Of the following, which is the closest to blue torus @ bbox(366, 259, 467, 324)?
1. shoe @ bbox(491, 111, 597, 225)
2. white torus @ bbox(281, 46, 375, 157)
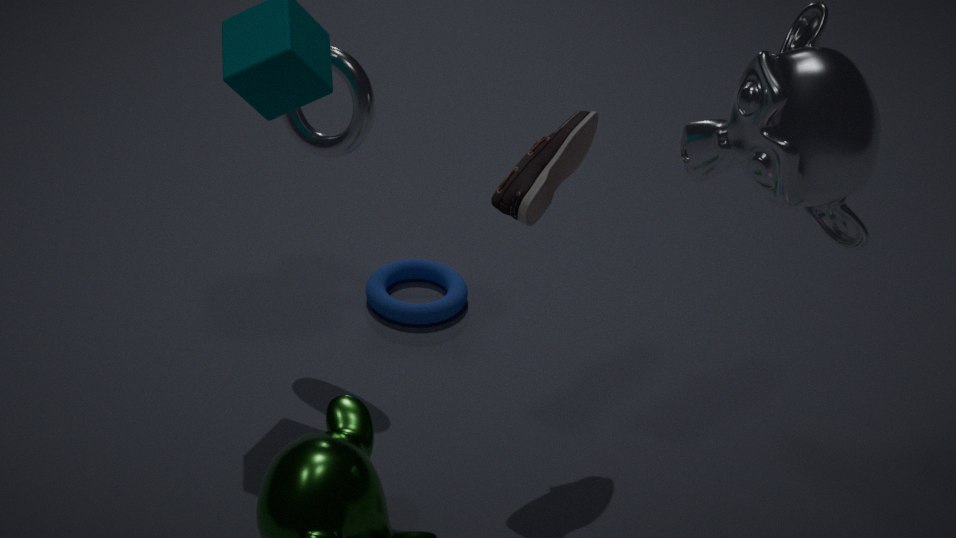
white torus @ bbox(281, 46, 375, 157)
